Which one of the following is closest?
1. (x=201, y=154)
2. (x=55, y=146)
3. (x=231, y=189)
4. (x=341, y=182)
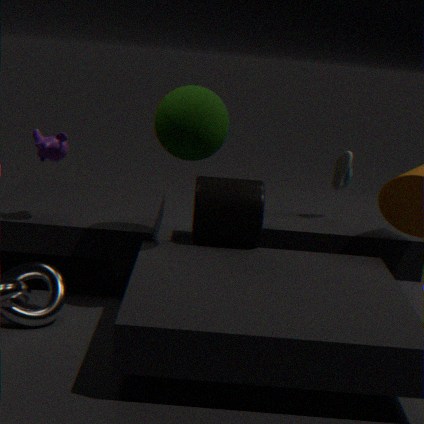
(x=201, y=154)
